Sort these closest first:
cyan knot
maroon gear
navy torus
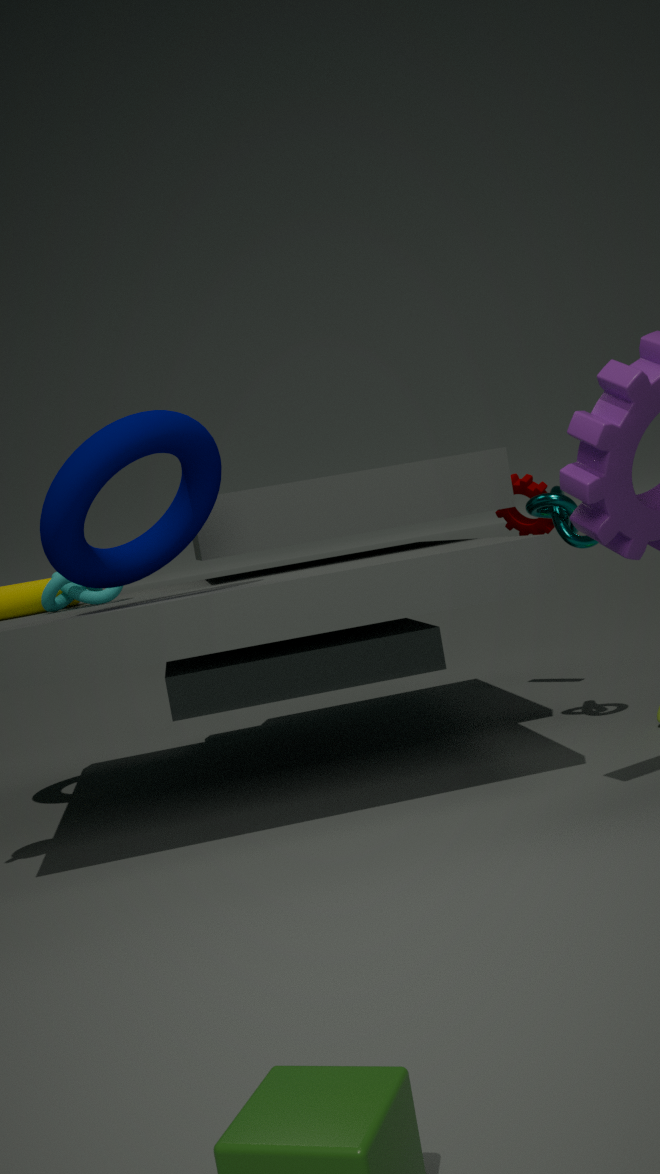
1. navy torus
2. cyan knot
3. maroon gear
